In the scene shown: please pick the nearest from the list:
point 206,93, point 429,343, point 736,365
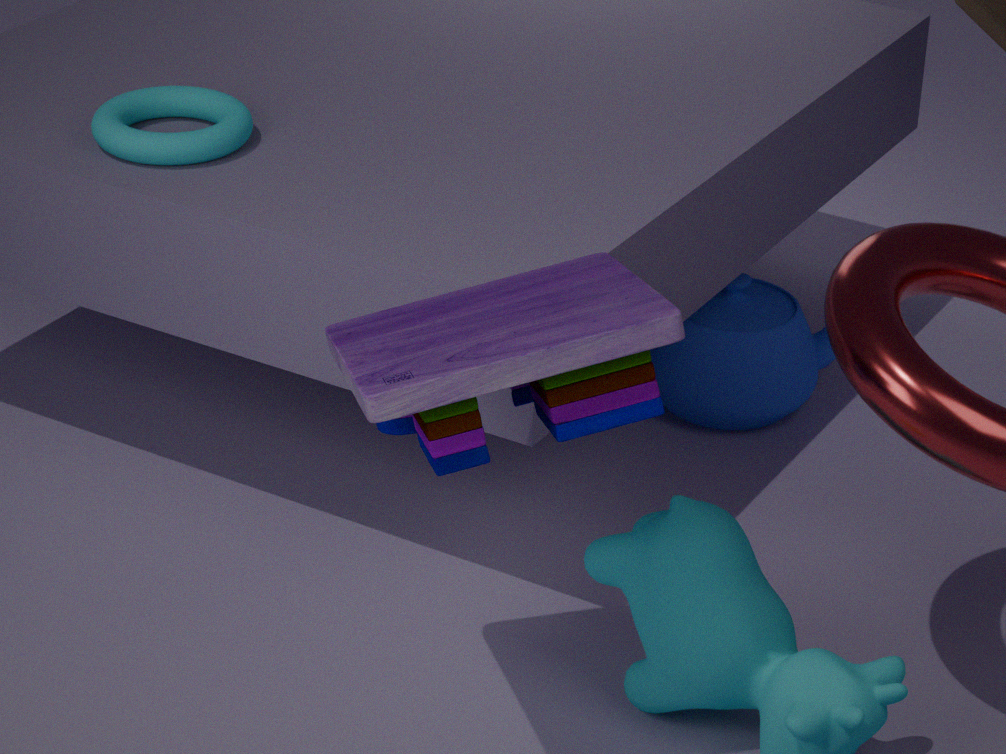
point 429,343
